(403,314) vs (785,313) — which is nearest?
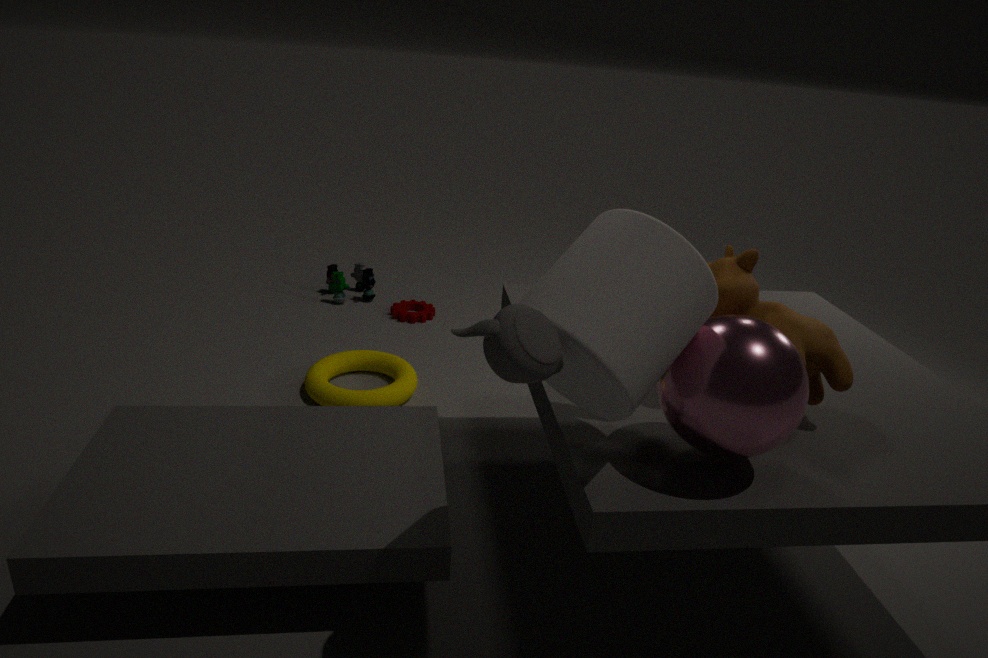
(785,313)
